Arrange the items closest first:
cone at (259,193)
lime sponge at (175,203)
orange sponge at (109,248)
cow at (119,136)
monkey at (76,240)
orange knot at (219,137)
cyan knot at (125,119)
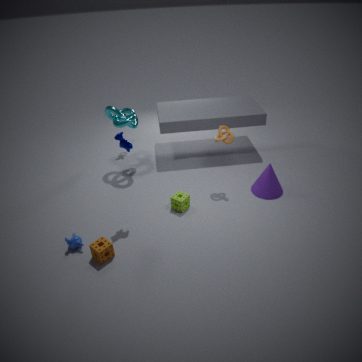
orange sponge at (109,248), monkey at (76,240), cow at (119,136), lime sponge at (175,203), orange knot at (219,137), cone at (259,193), cyan knot at (125,119)
